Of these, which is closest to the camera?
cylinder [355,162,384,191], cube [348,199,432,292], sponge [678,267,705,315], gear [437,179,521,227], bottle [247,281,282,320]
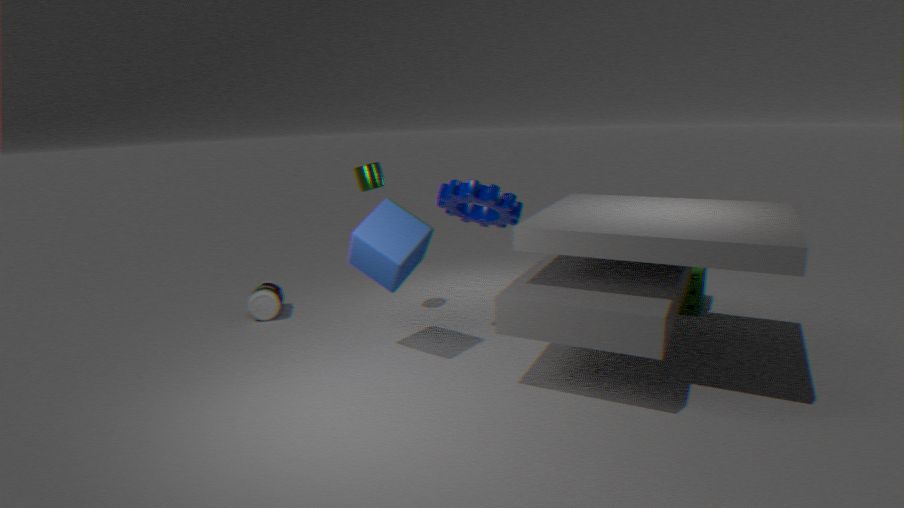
cube [348,199,432,292]
